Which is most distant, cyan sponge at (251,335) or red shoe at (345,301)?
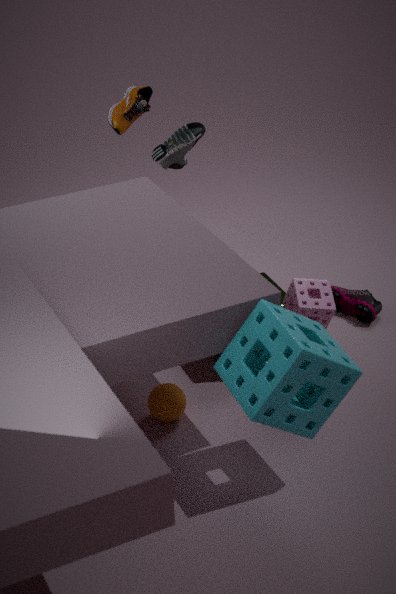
red shoe at (345,301)
